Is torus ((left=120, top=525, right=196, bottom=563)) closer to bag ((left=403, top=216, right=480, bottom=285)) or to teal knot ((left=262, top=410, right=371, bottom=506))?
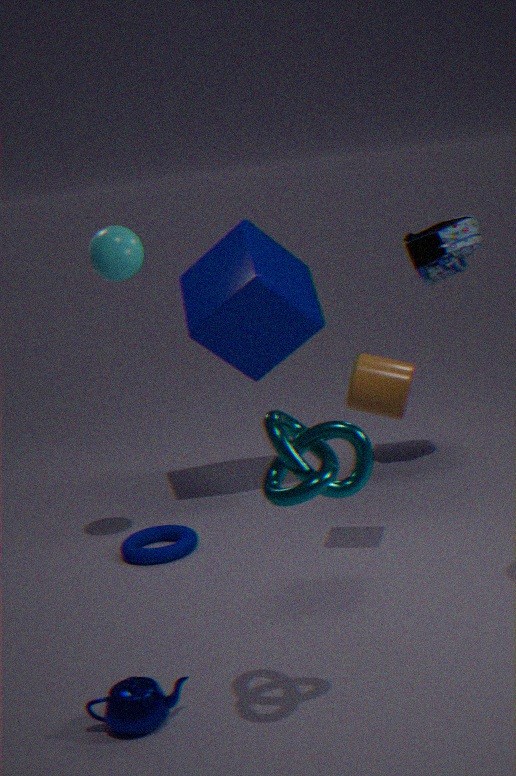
bag ((left=403, top=216, right=480, bottom=285))
